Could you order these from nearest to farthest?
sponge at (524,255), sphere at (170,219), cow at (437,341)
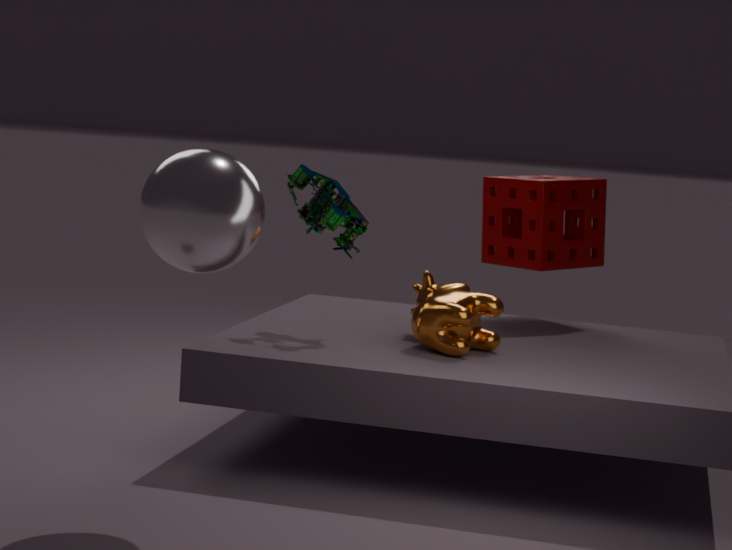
sphere at (170,219) < cow at (437,341) < sponge at (524,255)
